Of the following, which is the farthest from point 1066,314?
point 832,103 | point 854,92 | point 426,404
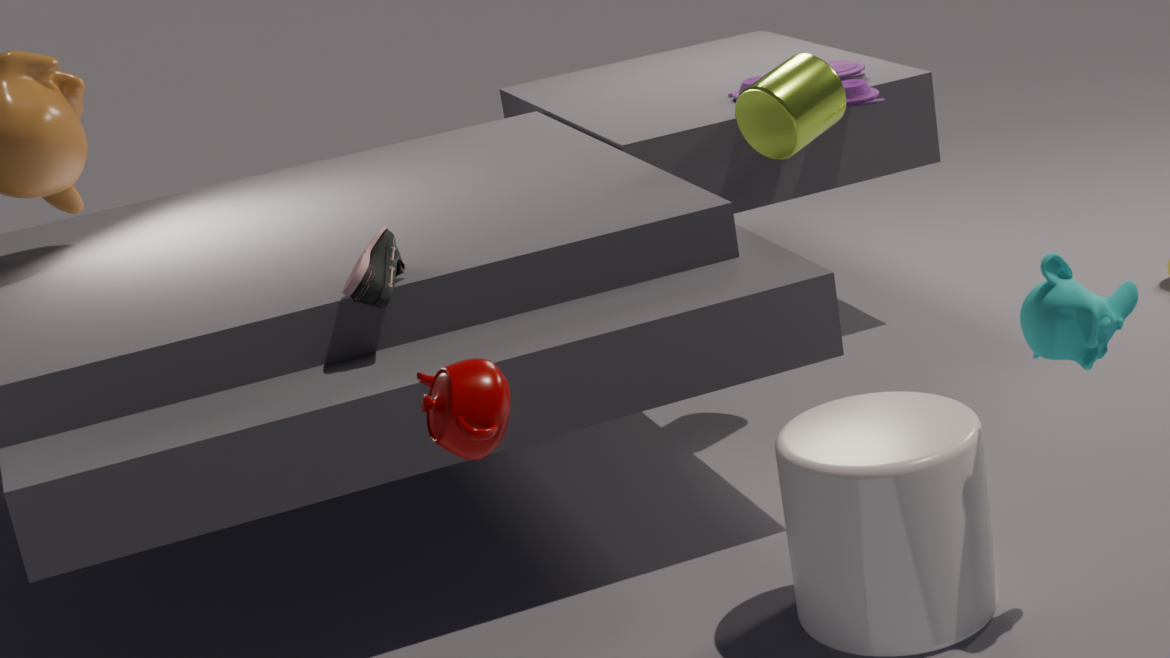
point 854,92
